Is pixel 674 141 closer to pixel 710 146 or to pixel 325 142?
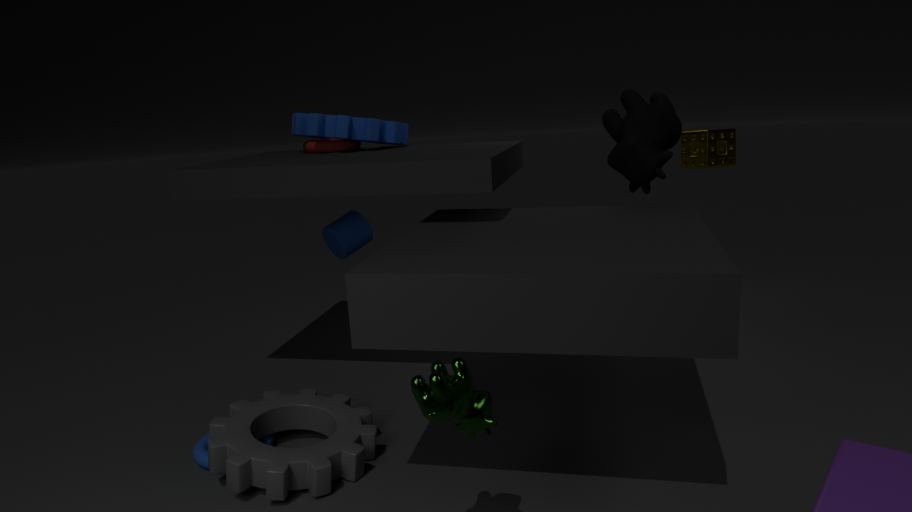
pixel 710 146
